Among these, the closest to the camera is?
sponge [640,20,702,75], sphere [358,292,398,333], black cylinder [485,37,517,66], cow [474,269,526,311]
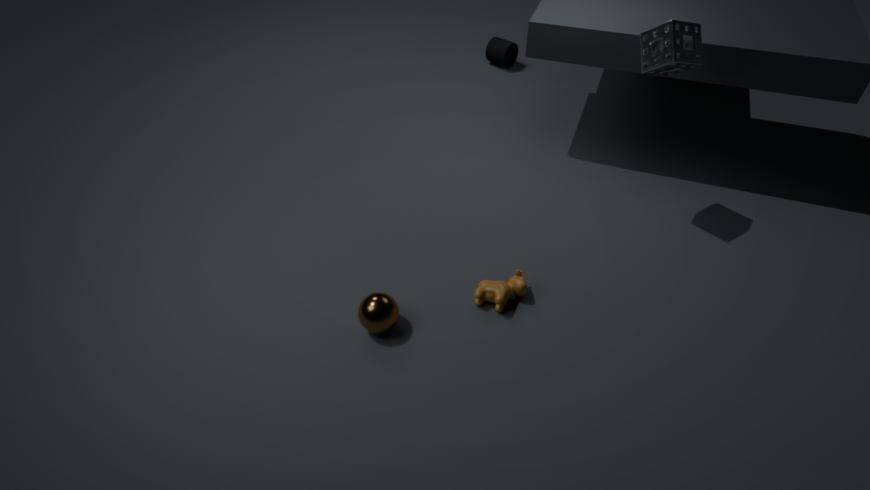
sphere [358,292,398,333]
